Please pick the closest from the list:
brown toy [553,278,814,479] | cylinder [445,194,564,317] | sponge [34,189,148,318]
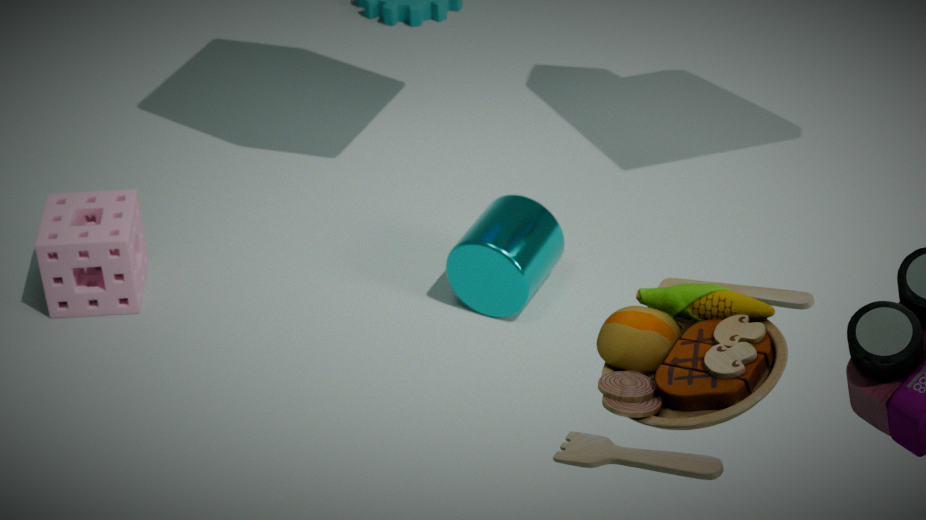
brown toy [553,278,814,479]
